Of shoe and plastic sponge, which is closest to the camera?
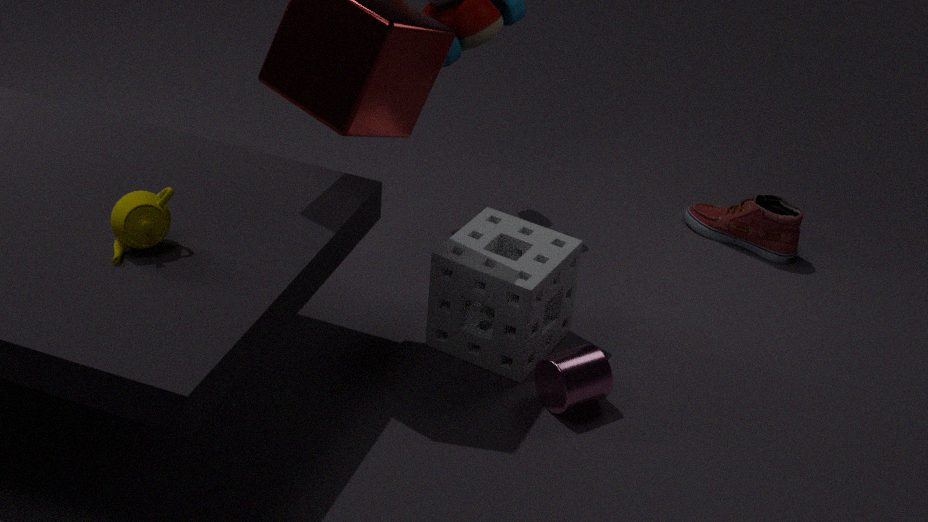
plastic sponge
